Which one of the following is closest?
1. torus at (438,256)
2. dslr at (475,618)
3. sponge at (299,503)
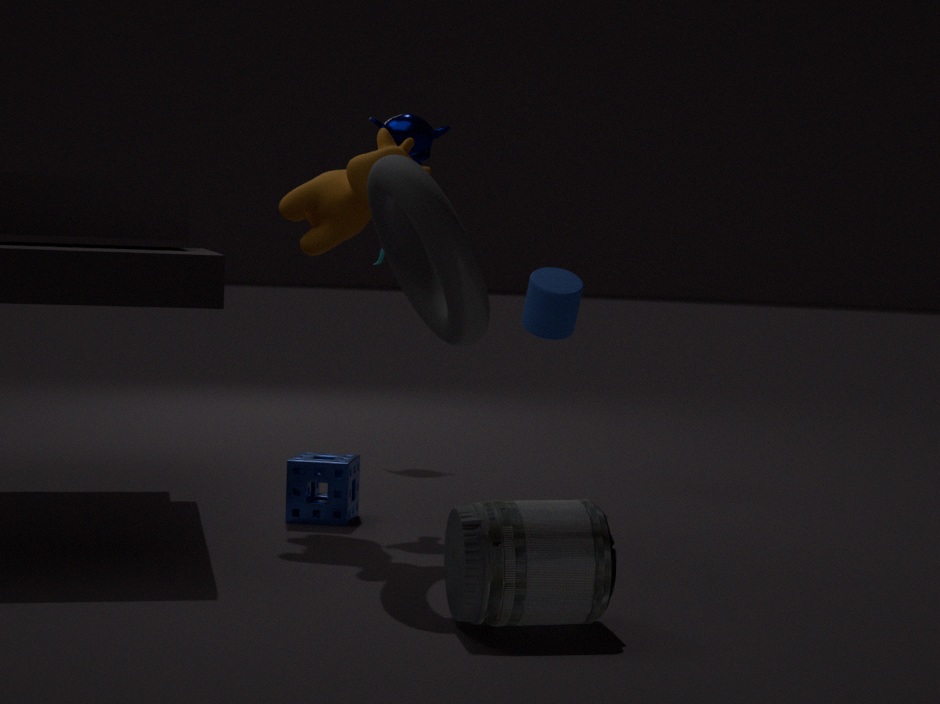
dslr at (475,618)
